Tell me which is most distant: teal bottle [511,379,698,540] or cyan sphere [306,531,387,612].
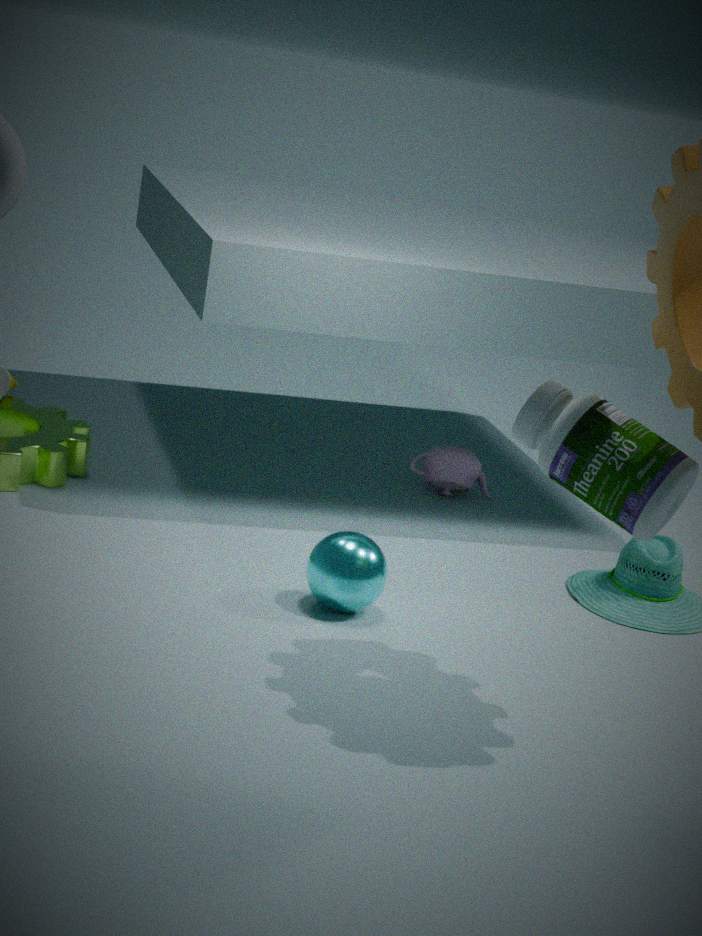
cyan sphere [306,531,387,612]
